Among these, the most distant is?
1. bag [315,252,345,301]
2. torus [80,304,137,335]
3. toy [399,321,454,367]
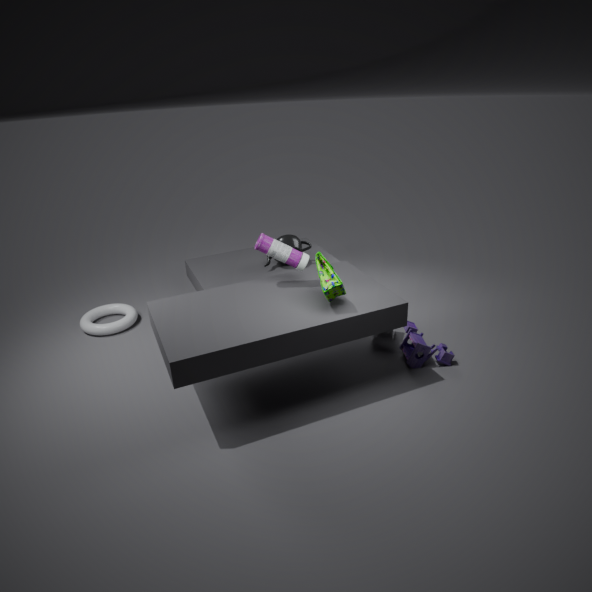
torus [80,304,137,335]
